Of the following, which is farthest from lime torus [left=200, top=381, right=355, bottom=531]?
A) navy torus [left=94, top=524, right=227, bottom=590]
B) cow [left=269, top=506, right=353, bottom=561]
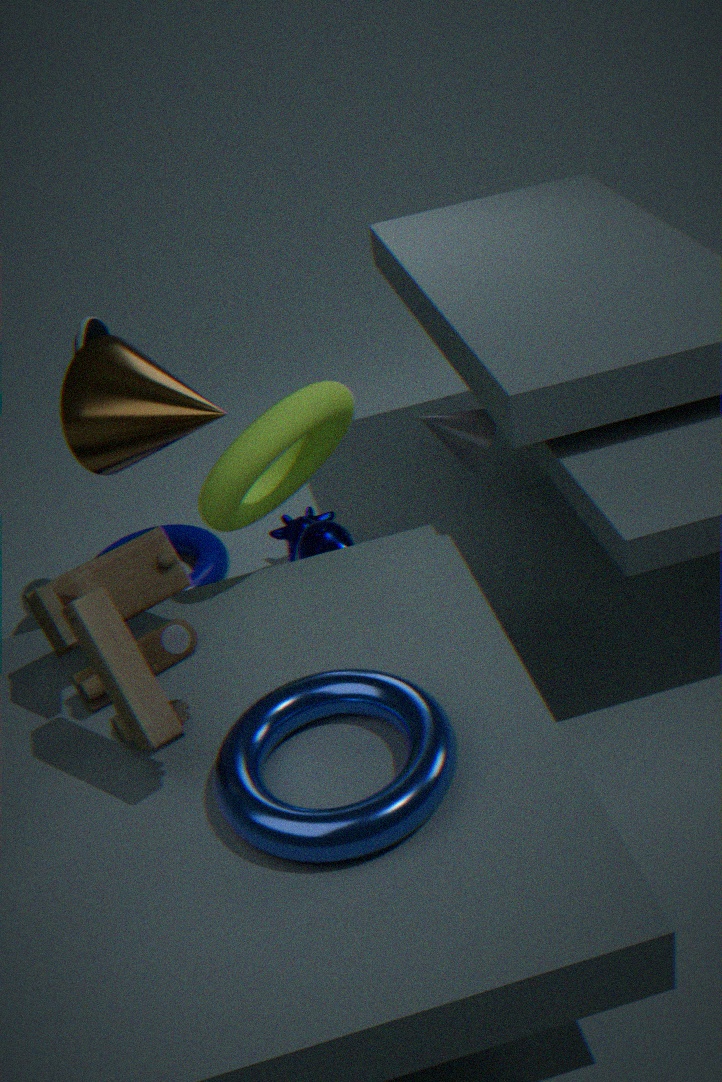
navy torus [left=94, top=524, right=227, bottom=590]
